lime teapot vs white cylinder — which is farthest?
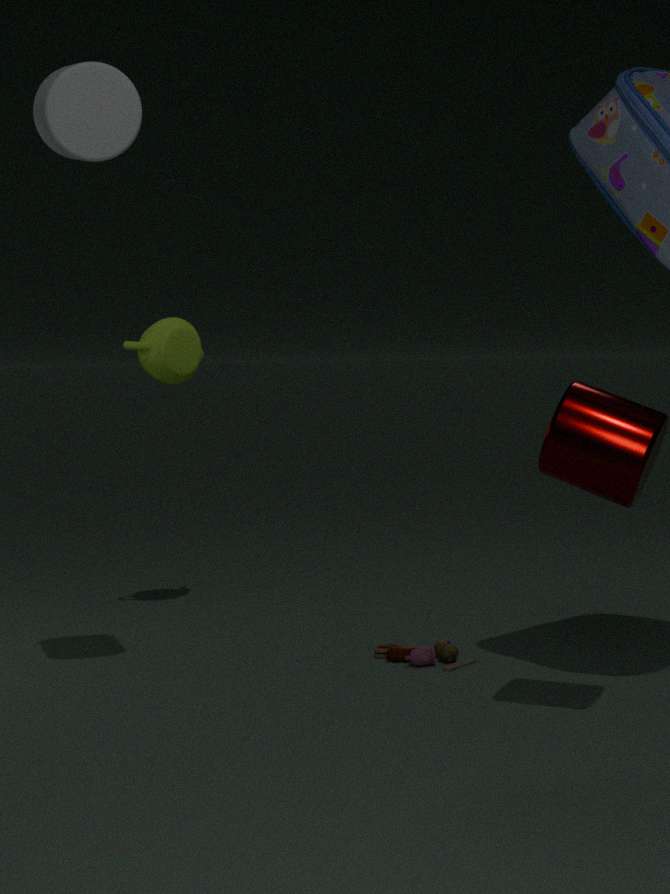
lime teapot
